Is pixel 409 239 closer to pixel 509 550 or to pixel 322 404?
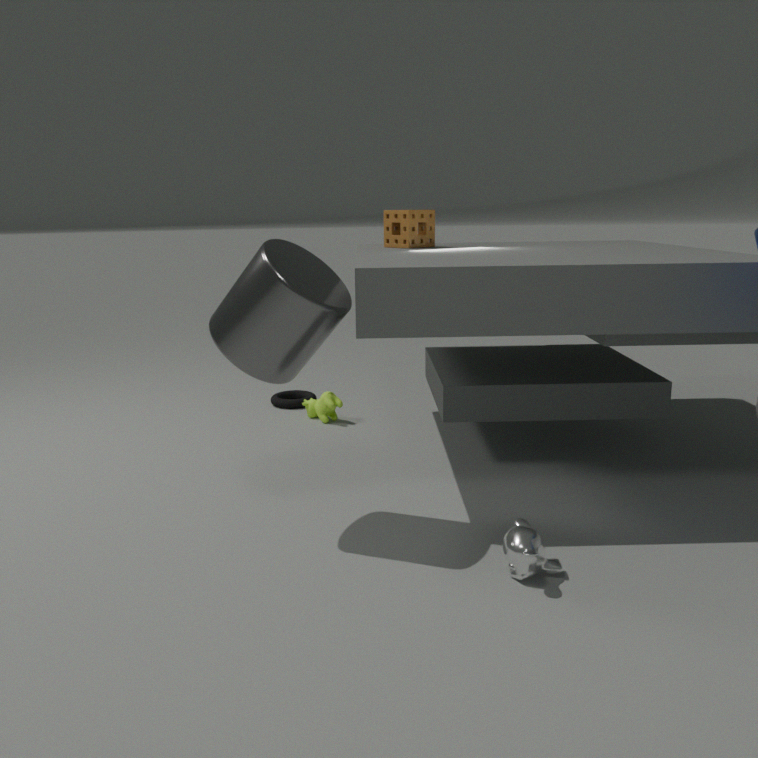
pixel 322 404
